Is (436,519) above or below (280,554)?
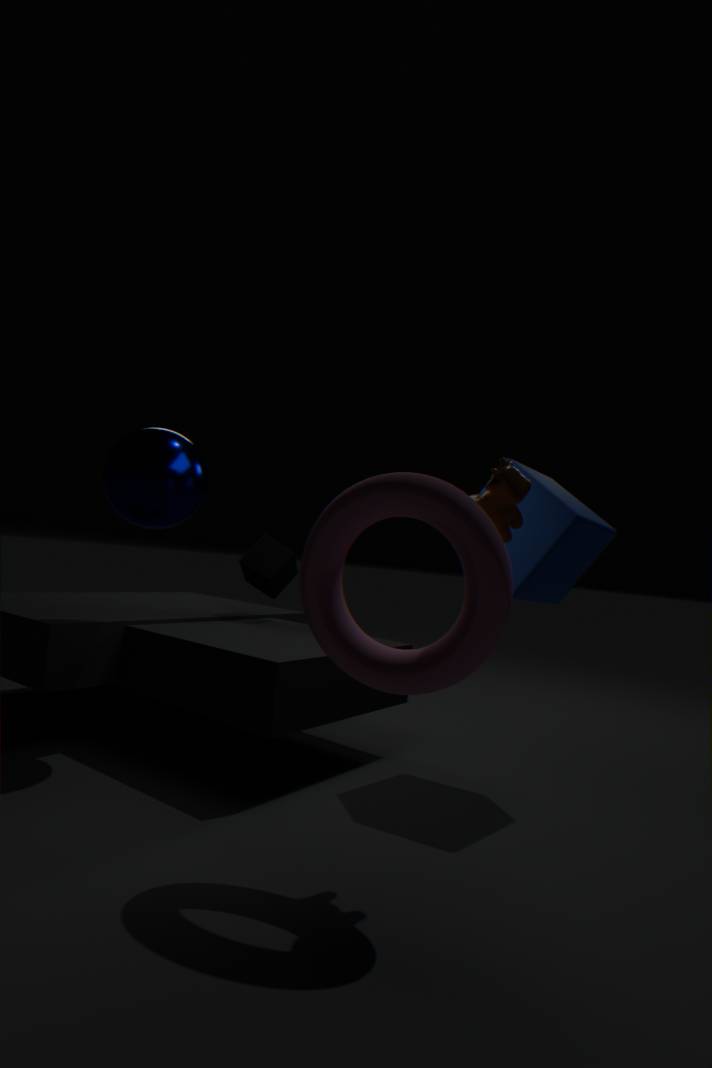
above
